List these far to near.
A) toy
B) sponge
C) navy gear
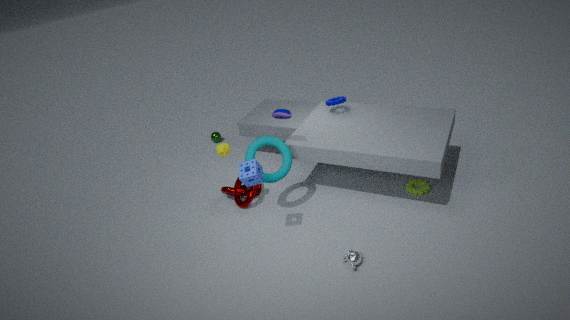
navy gear, toy, sponge
